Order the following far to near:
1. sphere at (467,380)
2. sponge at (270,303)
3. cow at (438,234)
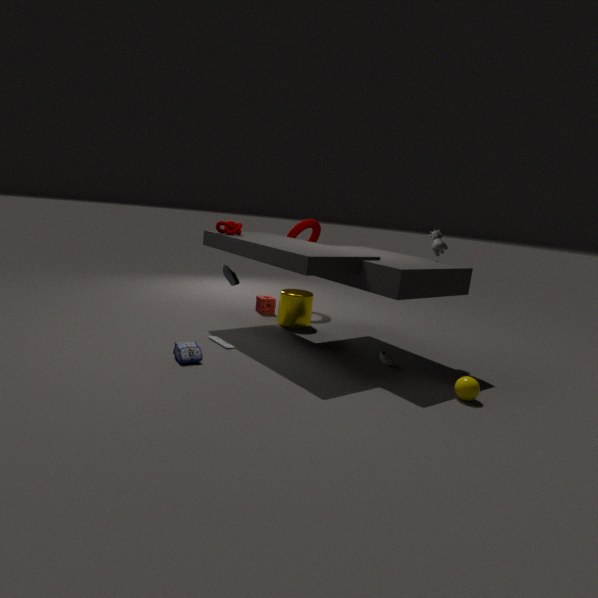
sponge at (270,303) → cow at (438,234) → sphere at (467,380)
